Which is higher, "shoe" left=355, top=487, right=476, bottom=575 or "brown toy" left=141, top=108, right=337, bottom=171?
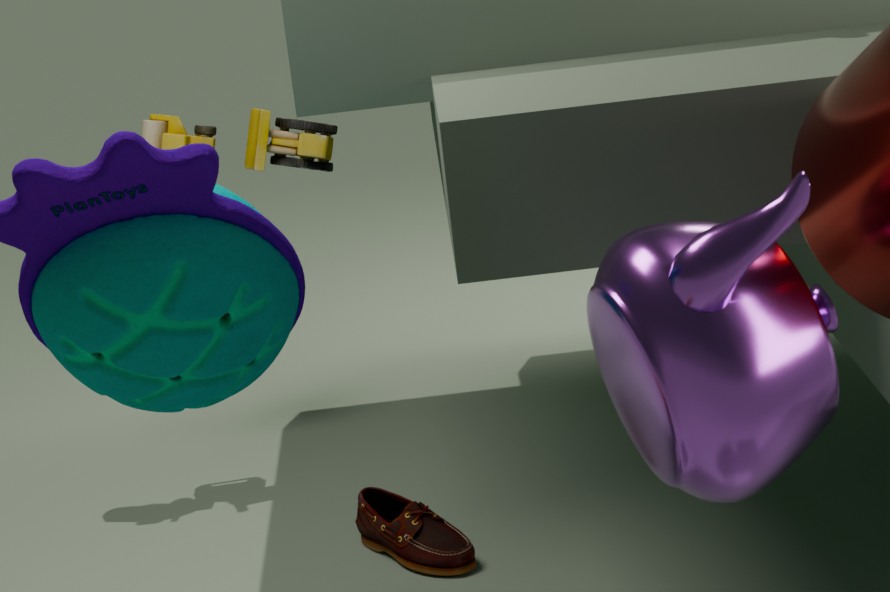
"brown toy" left=141, top=108, right=337, bottom=171
